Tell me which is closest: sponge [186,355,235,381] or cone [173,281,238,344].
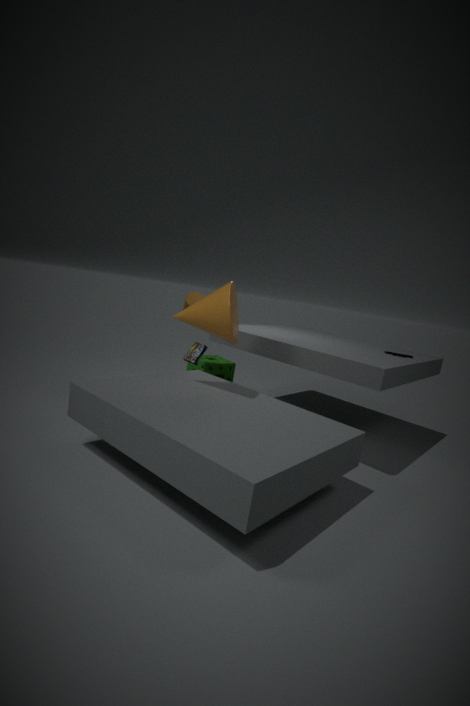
cone [173,281,238,344]
